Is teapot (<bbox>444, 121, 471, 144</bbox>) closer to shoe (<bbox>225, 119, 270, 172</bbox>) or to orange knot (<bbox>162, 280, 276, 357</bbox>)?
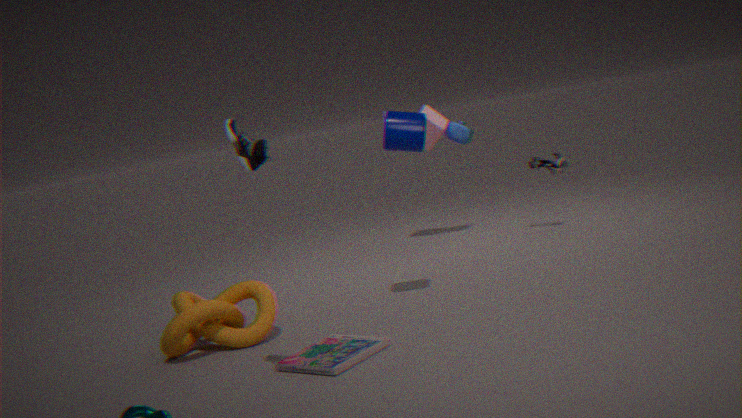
orange knot (<bbox>162, 280, 276, 357</bbox>)
